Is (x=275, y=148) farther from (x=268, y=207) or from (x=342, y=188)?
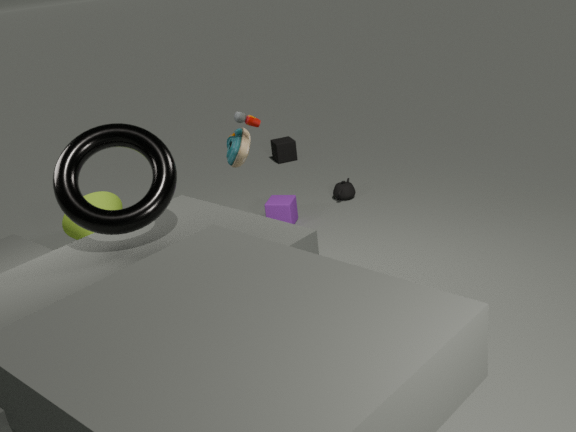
(x=268, y=207)
